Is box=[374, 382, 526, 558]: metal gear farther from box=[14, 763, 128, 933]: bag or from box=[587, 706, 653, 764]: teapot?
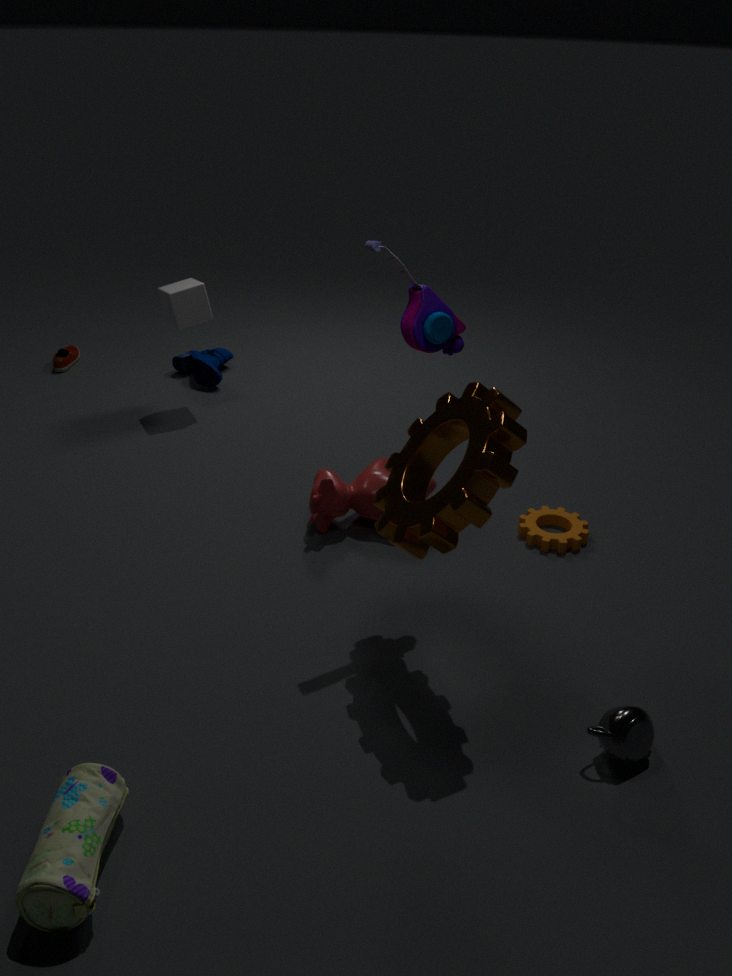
box=[14, 763, 128, 933]: bag
